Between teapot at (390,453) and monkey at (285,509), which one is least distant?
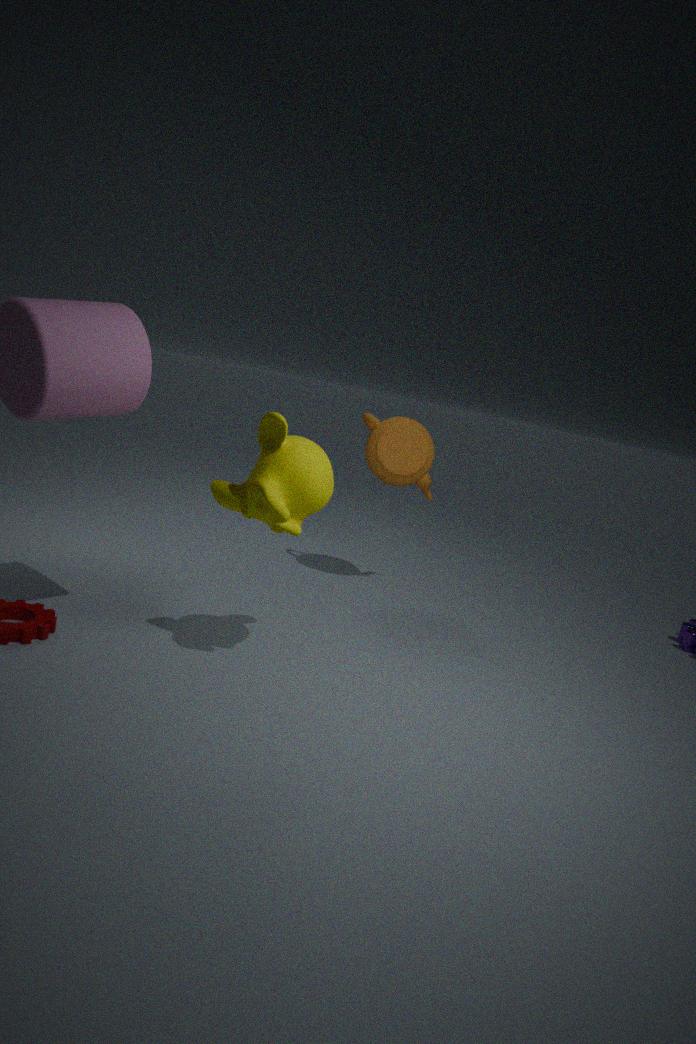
monkey at (285,509)
